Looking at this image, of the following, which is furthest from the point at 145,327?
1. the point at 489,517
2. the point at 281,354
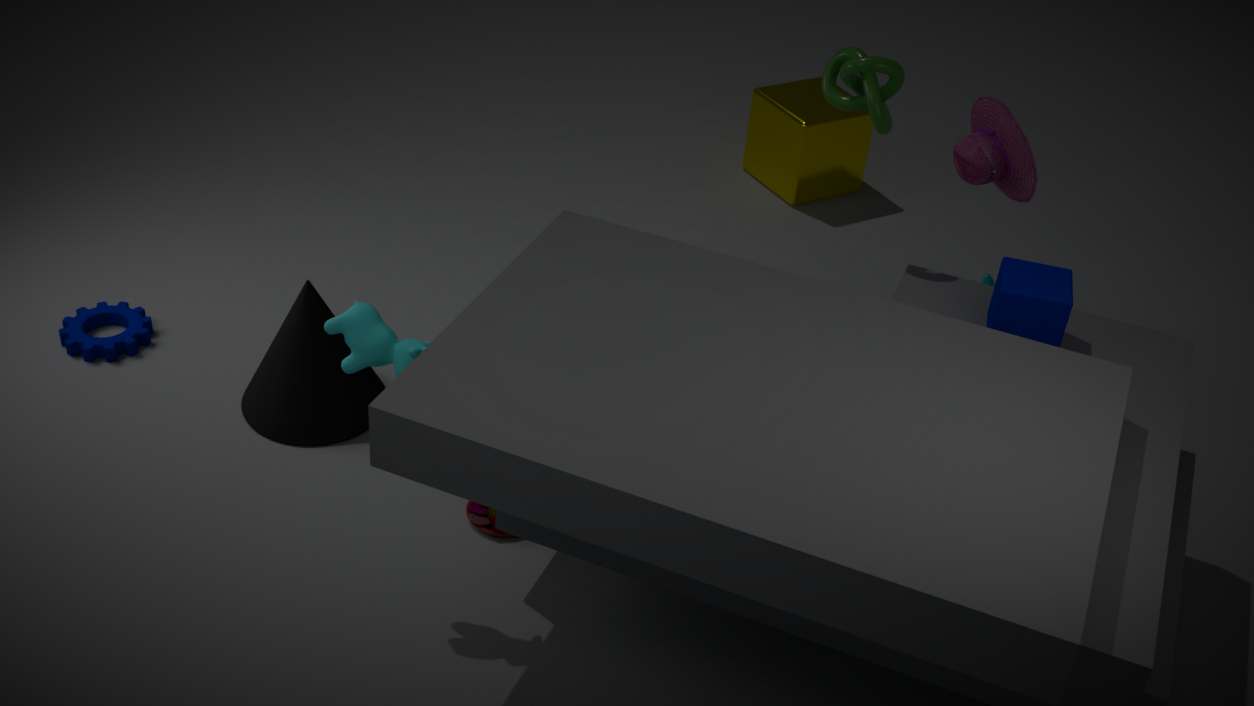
the point at 489,517
